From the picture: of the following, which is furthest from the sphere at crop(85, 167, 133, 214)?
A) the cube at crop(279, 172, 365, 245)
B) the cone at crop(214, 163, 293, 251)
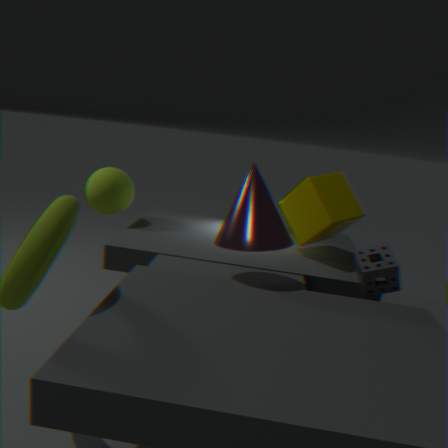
the cube at crop(279, 172, 365, 245)
